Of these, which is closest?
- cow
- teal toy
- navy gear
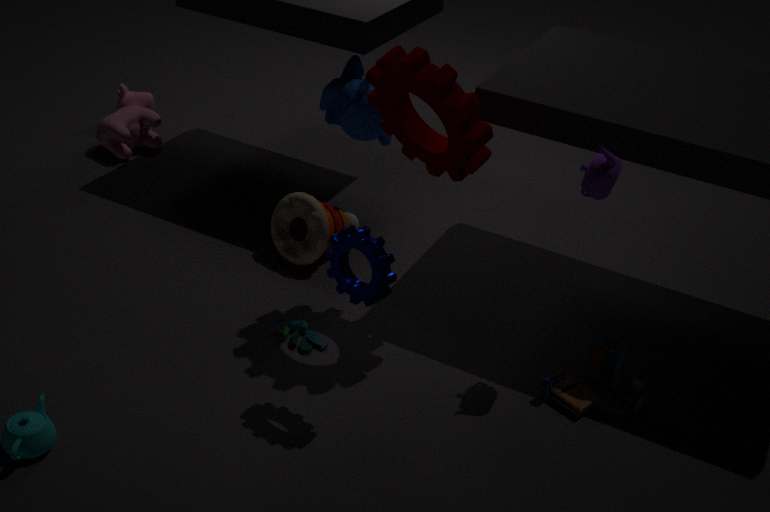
navy gear
